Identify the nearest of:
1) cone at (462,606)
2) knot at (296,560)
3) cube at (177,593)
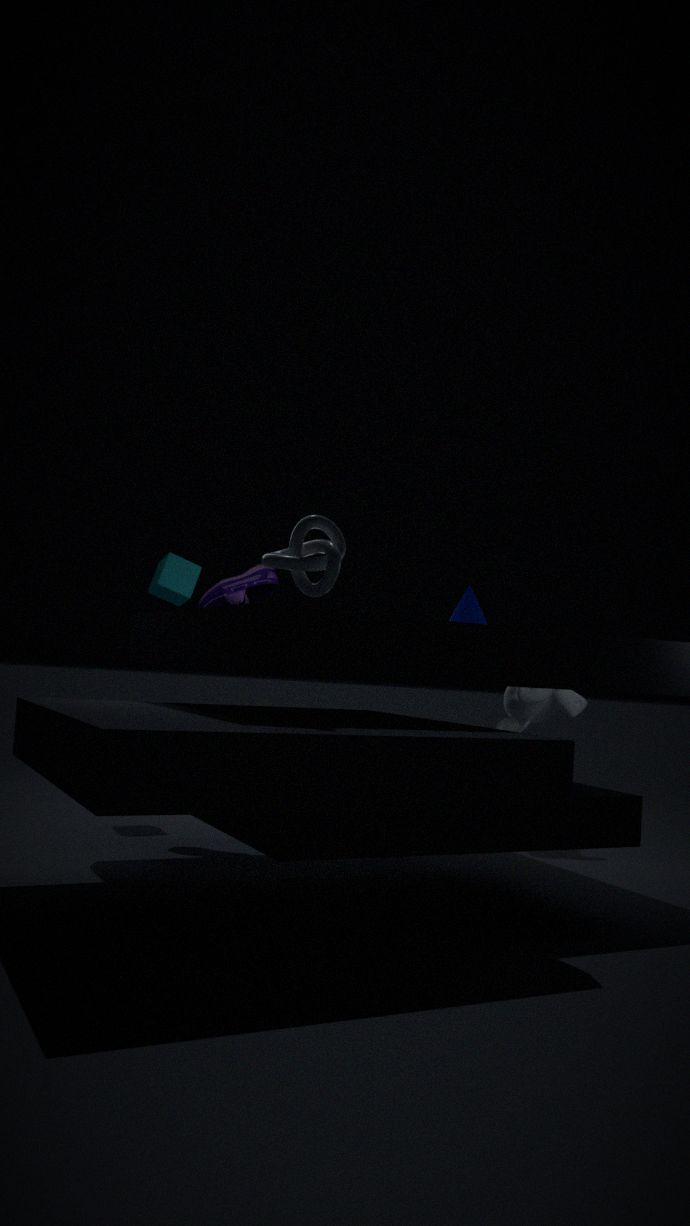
2. knot at (296,560)
